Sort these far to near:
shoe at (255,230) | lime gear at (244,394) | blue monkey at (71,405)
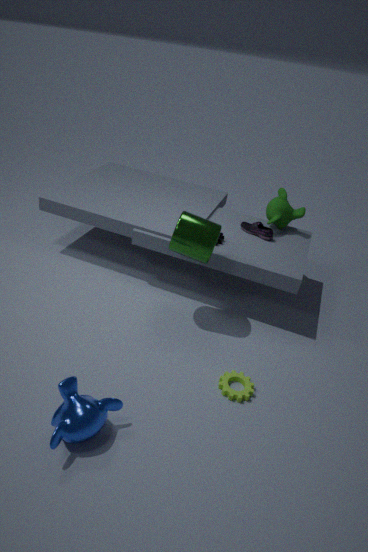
shoe at (255,230) → lime gear at (244,394) → blue monkey at (71,405)
